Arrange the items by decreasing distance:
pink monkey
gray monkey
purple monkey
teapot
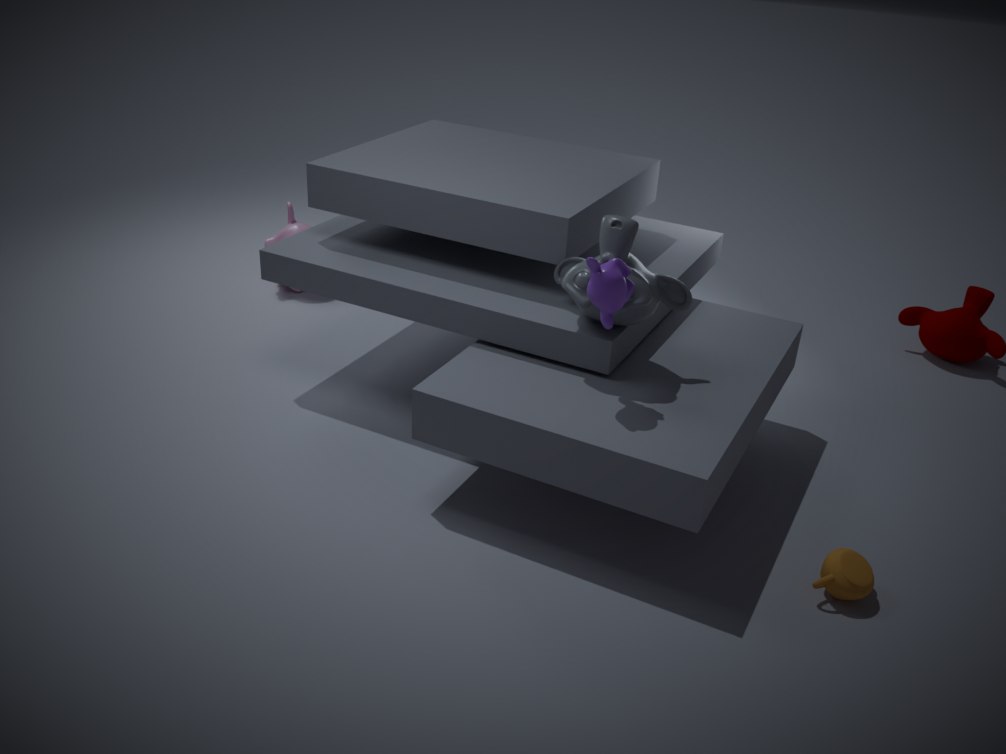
pink monkey, gray monkey, purple monkey, teapot
